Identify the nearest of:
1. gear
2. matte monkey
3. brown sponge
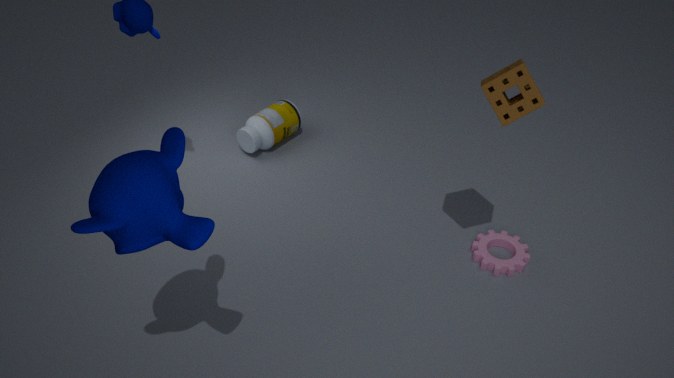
matte monkey
